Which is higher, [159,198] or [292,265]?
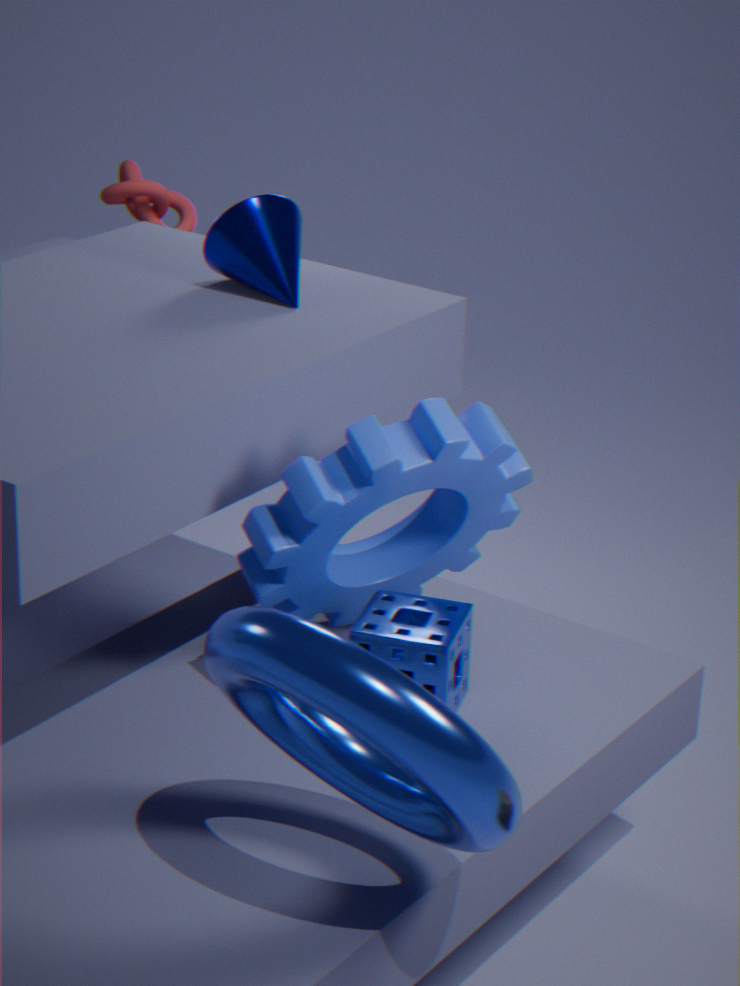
[292,265]
